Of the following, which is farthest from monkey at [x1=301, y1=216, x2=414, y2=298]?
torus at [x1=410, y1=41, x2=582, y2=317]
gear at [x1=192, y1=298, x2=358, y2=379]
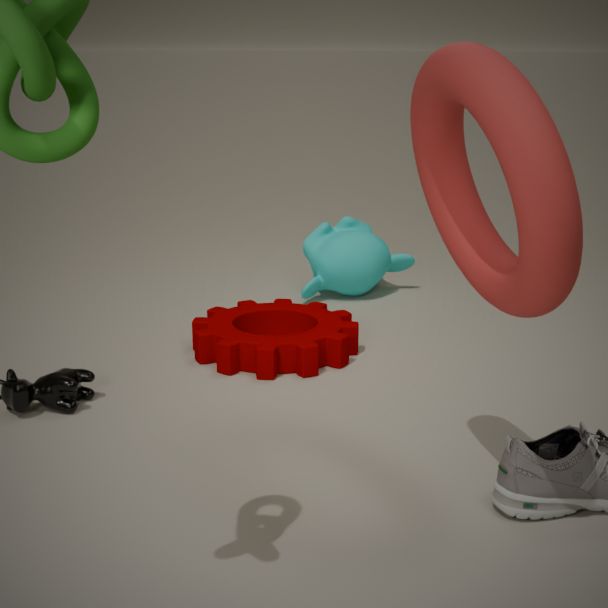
torus at [x1=410, y1=41, x2=582, y2=317]
